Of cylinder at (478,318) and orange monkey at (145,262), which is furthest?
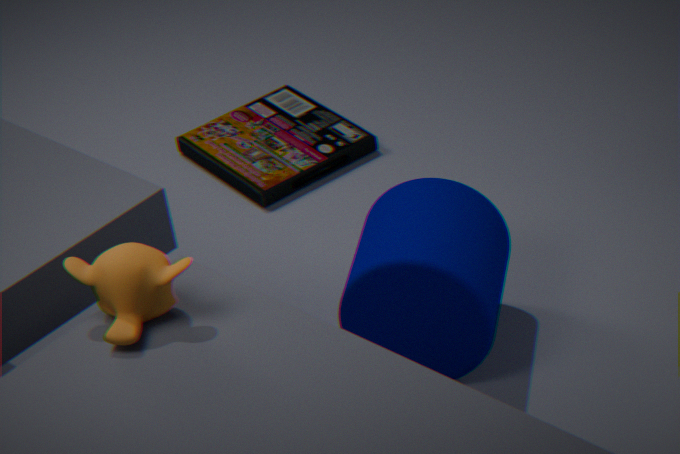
cylinder at (478,318)
